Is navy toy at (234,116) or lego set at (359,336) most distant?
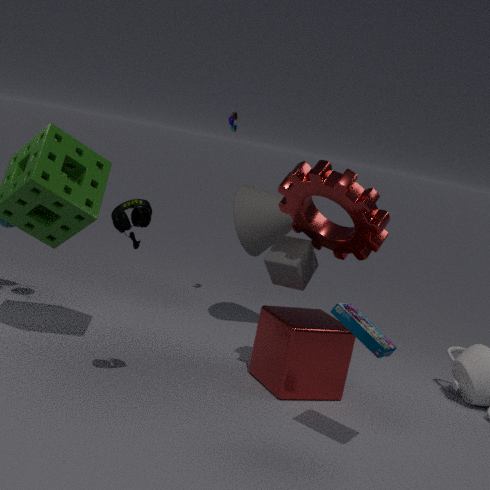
navy toy at (234,116)
